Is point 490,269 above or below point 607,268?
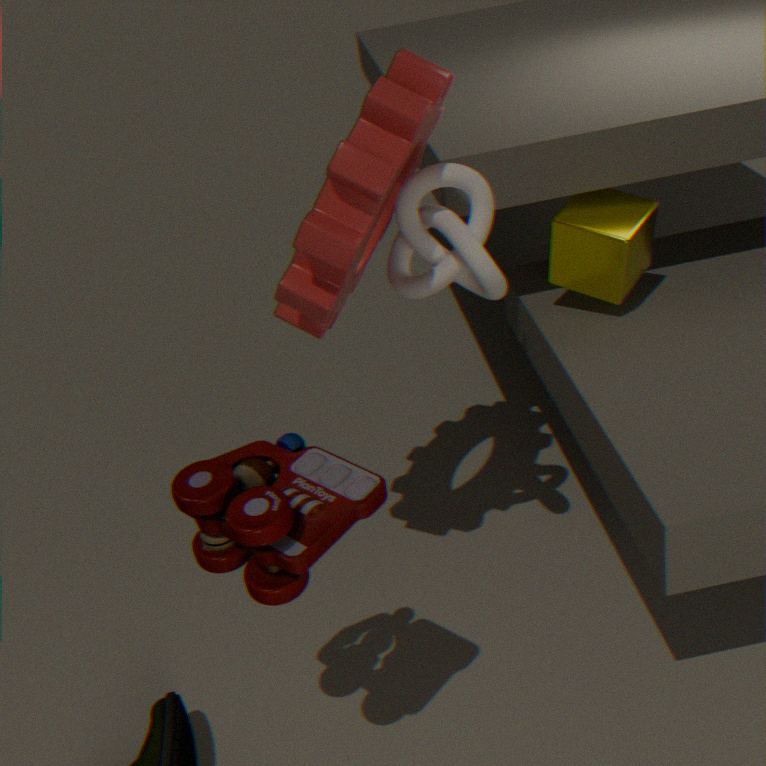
above
